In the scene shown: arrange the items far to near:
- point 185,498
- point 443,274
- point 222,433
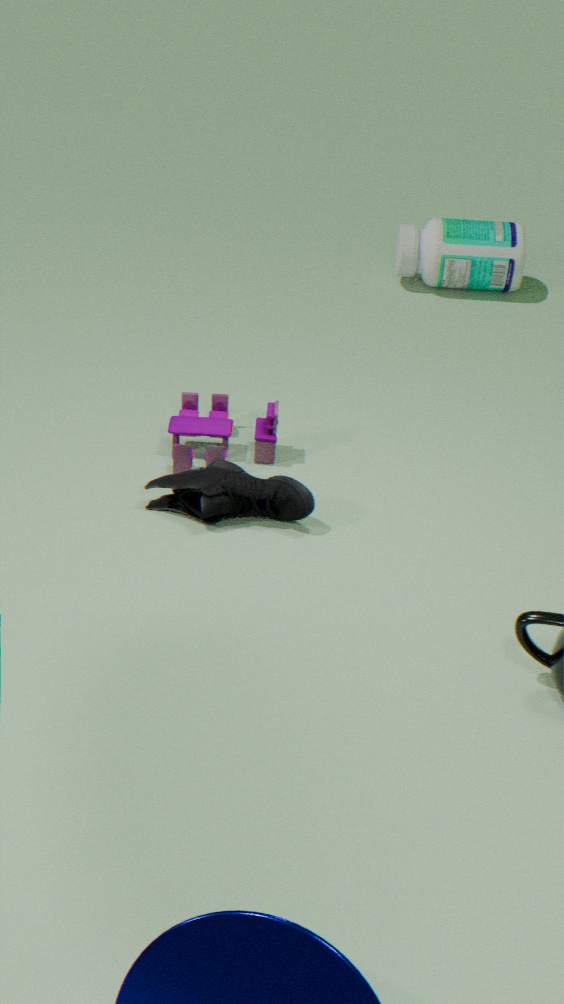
point 443,274 < point 222,433 < point 185,498
